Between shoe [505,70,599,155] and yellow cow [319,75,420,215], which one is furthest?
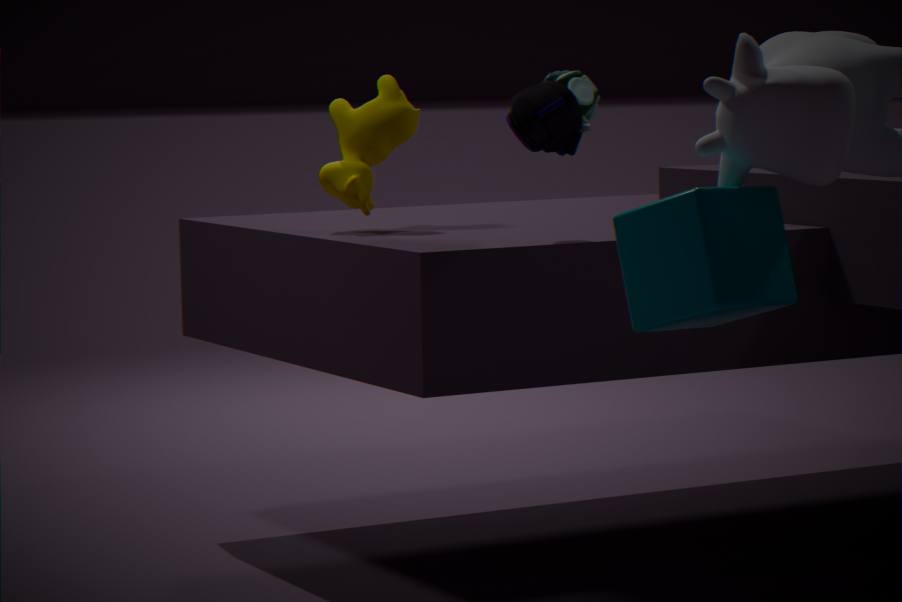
yellow cow [319,75,420,215]
